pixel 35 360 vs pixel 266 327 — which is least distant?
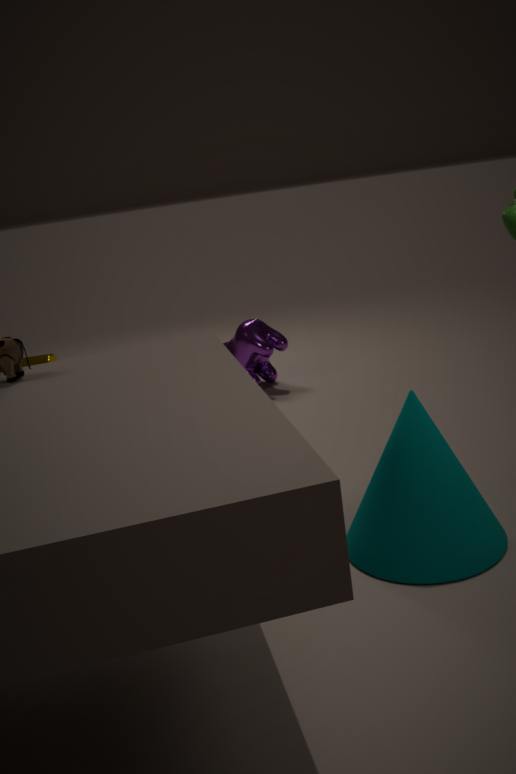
pixel 266 327
